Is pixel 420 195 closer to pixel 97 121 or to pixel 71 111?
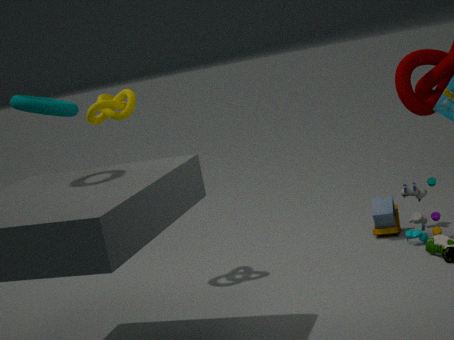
pixel 97 121
